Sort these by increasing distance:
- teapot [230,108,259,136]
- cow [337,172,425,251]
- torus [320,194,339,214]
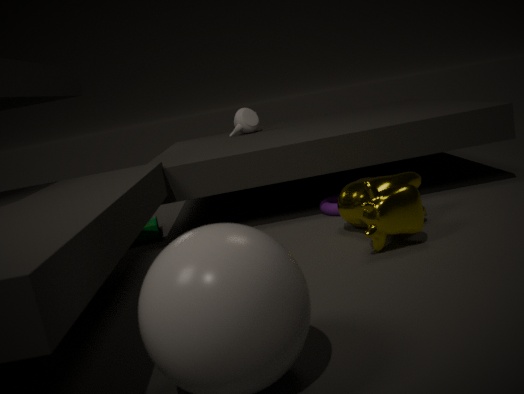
cow [337,172,425,251] → torus [320,194,339,214] → teapot [230,108,259,136]
